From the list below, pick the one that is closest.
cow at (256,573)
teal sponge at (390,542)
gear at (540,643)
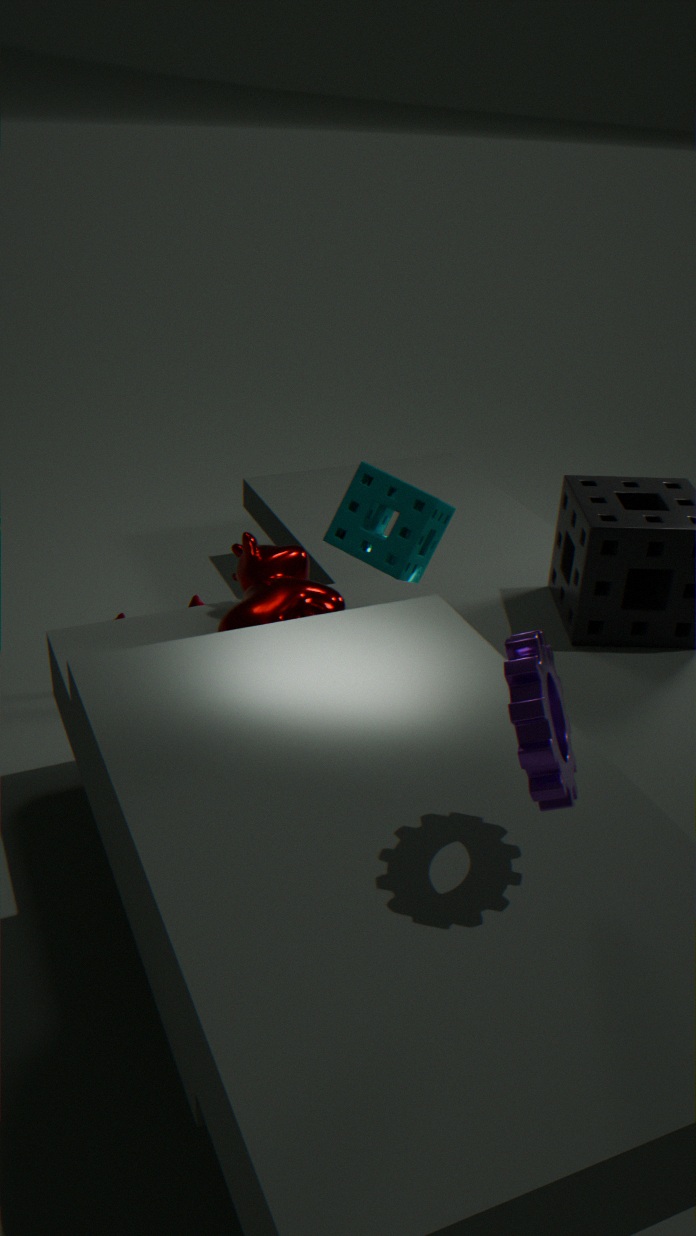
gear at (540,643)
